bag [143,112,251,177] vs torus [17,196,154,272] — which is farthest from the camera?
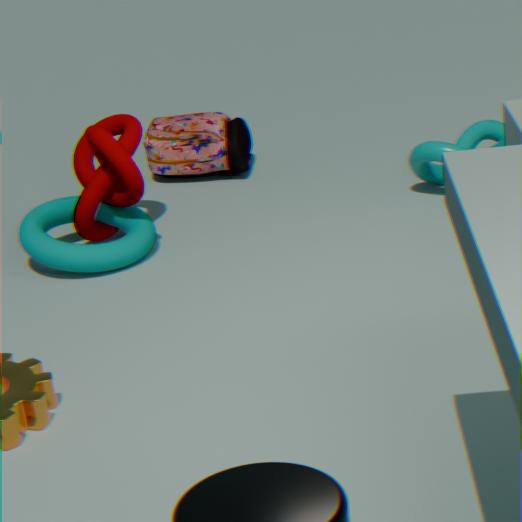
bag [143,112,251,177]
